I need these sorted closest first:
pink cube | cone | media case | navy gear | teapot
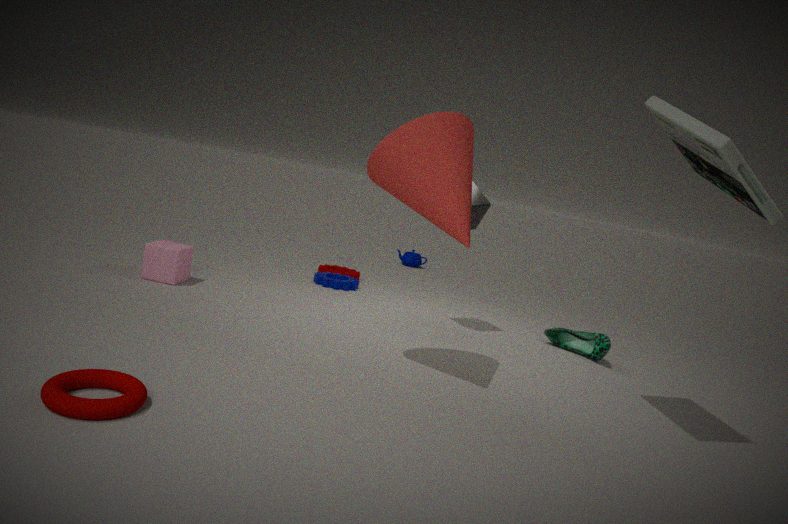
media case
cone
pink cube
navy gear
teapot
